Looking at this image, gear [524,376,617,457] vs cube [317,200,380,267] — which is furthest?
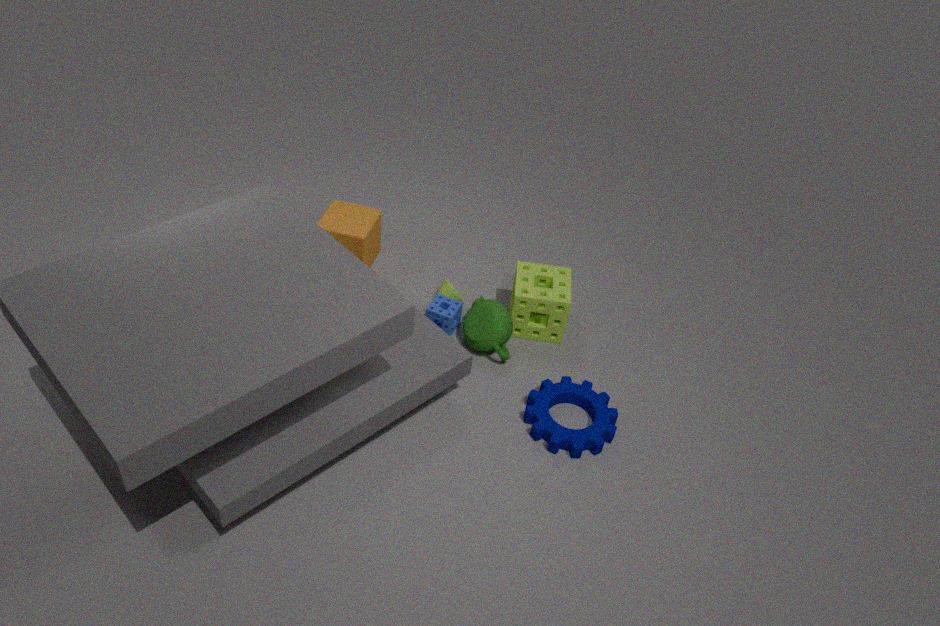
cube [317,200,380,267]
